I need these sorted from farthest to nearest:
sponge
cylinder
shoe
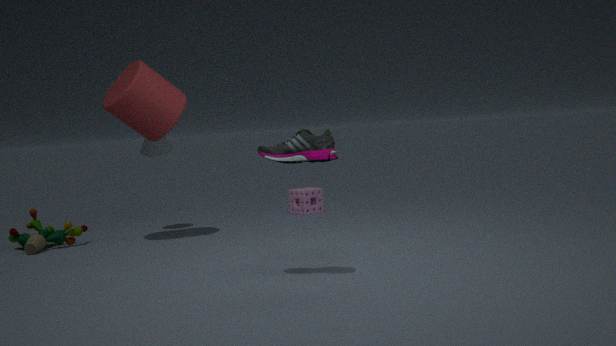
1. sponge
2. cylinder
3. shoe
